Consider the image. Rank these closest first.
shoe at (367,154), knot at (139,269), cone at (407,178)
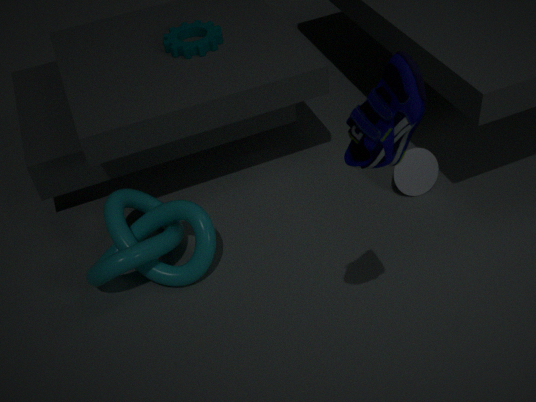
shoe at (367,154) → knot at (139,269) → cone at (407,178)
